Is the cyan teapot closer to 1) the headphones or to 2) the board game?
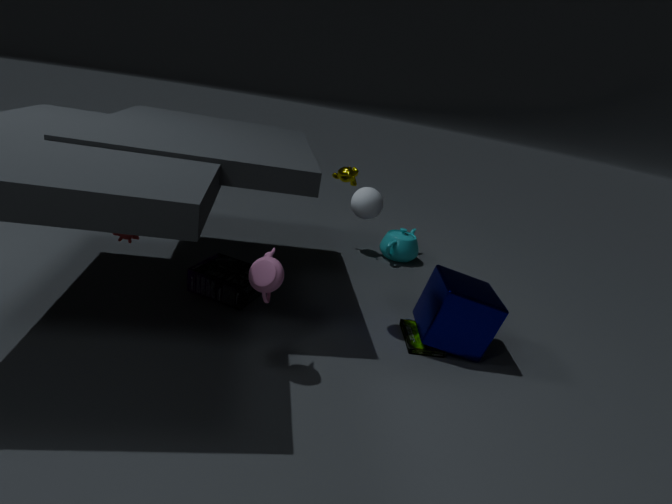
2) the board game
